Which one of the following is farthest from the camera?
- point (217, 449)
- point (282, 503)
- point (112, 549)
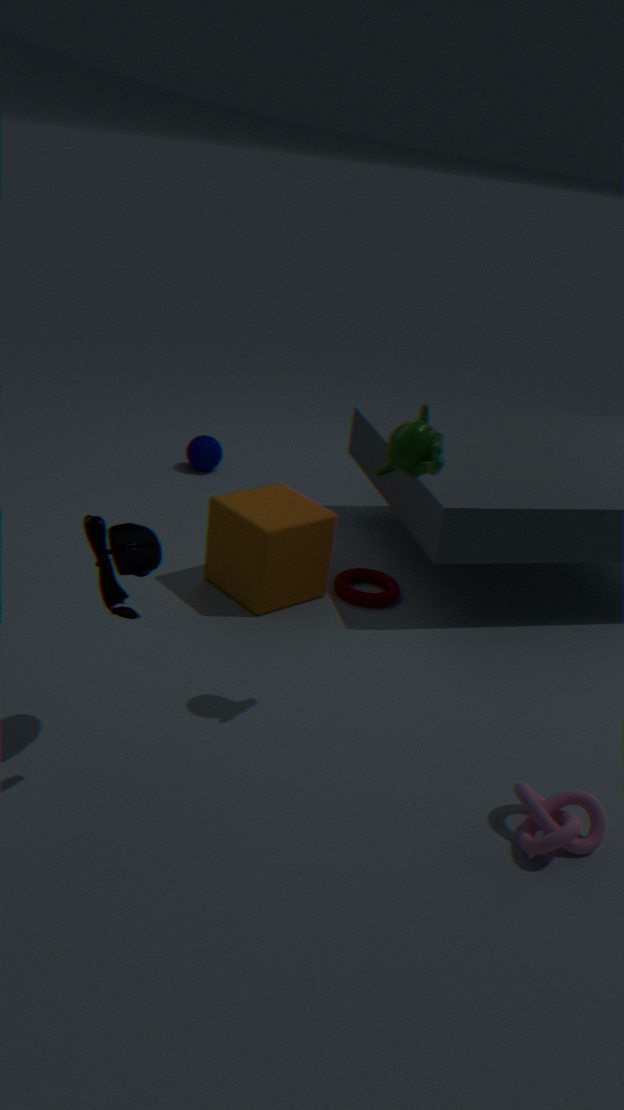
point (217, 449)
